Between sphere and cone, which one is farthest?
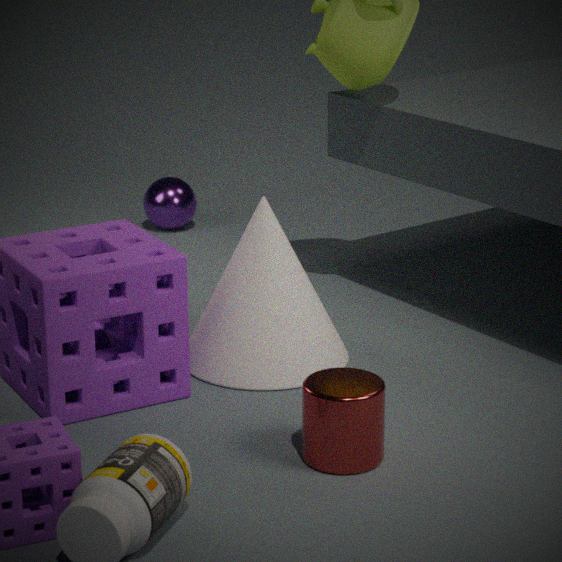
sphere
